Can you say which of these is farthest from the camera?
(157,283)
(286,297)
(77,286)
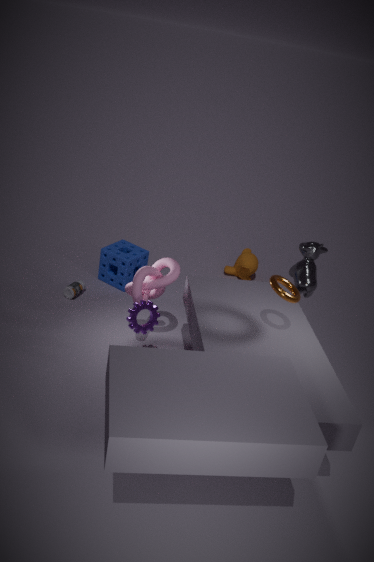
(77,286)
